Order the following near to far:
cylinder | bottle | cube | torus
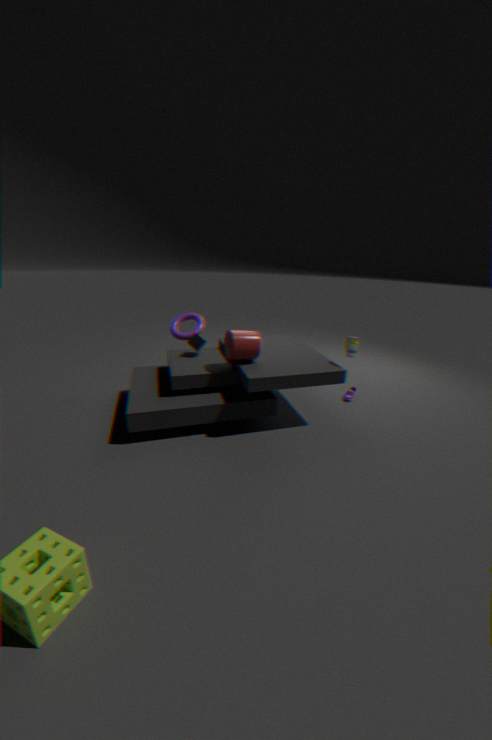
cylinder, bottle, cube, torus
